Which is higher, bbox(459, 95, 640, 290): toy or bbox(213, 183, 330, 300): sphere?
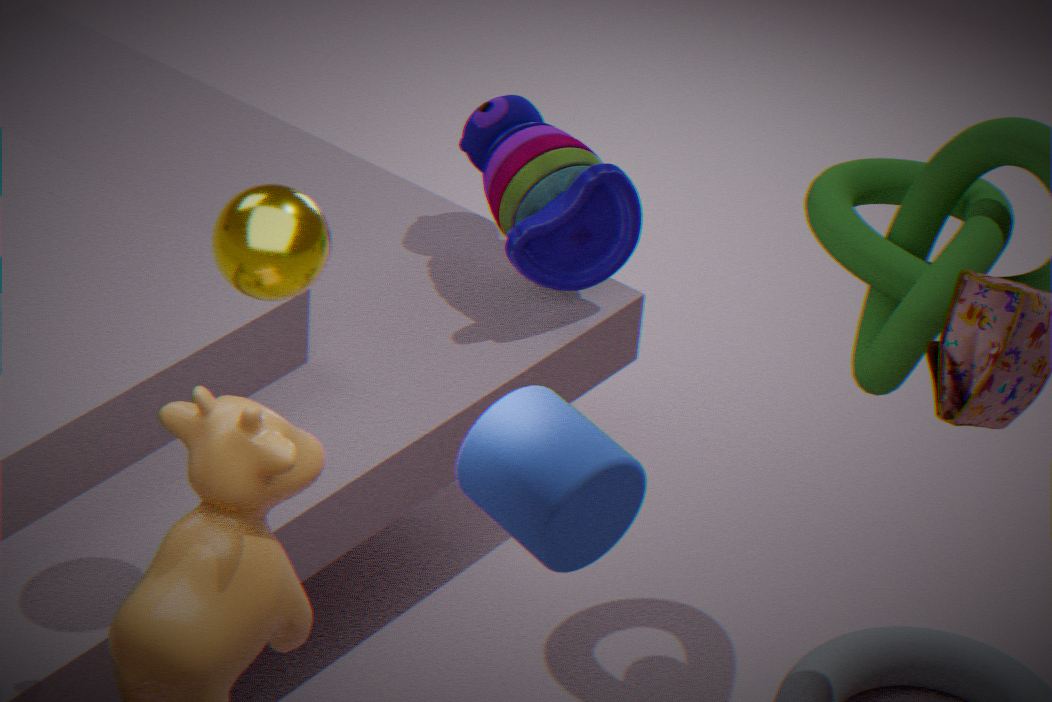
bbox(213, 183, 330, 300): sphere
